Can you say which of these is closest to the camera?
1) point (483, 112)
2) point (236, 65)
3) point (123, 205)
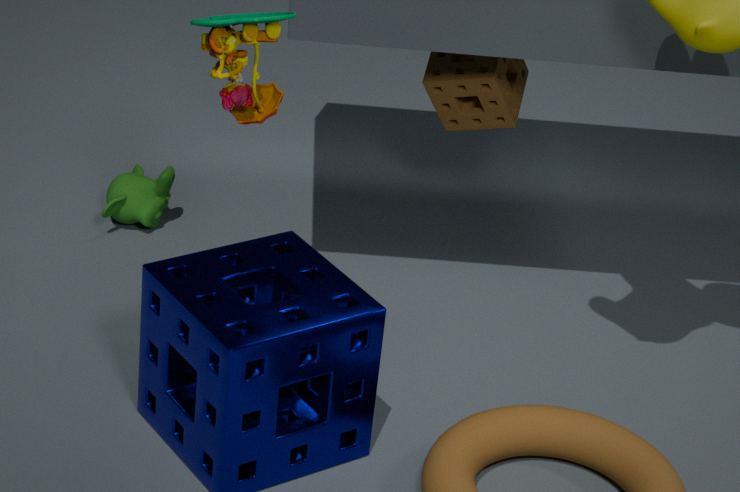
2. point (236, 65)
